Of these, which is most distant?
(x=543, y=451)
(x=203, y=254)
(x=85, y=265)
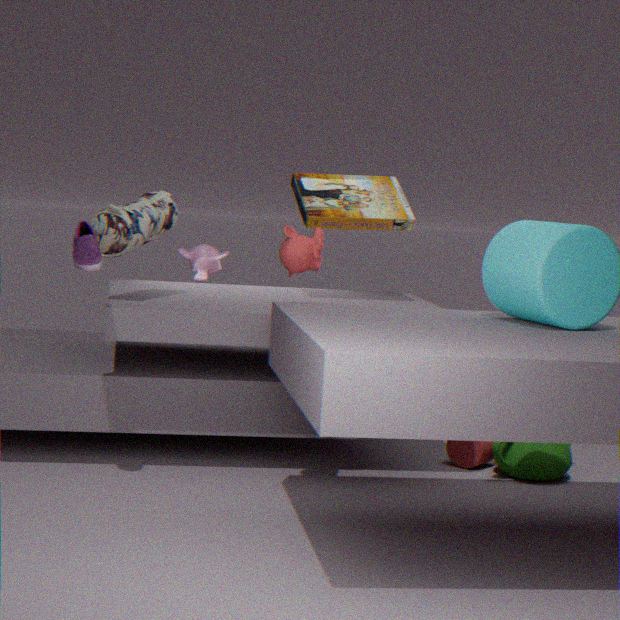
(x=203, y=254)
